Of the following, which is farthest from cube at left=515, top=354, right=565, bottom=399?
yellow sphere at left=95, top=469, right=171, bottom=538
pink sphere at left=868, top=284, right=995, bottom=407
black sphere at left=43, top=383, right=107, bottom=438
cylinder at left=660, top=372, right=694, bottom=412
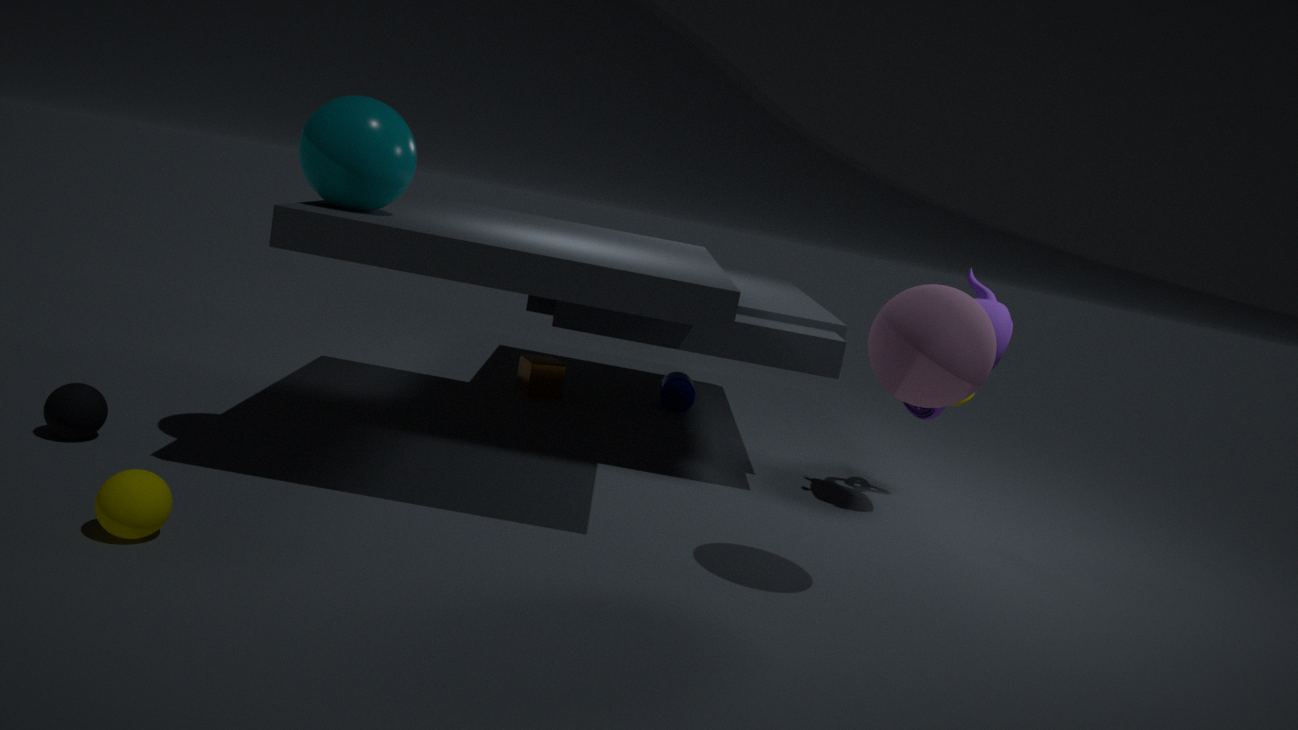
yellow sphere at left=95, top=469, right=171, bottom=538
